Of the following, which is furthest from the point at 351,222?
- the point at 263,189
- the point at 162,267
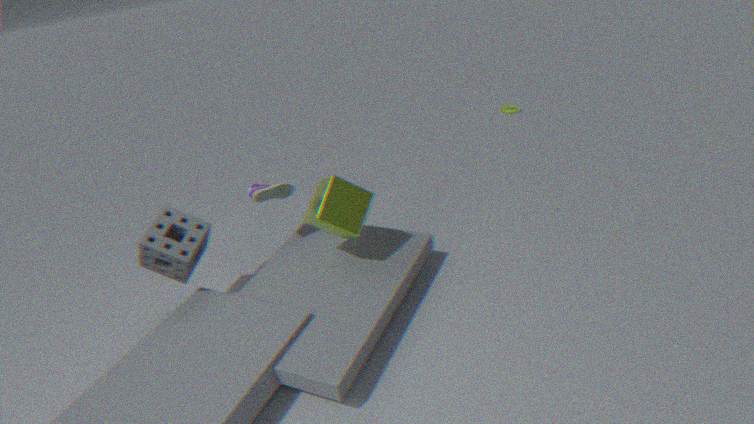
the point at 162,267
